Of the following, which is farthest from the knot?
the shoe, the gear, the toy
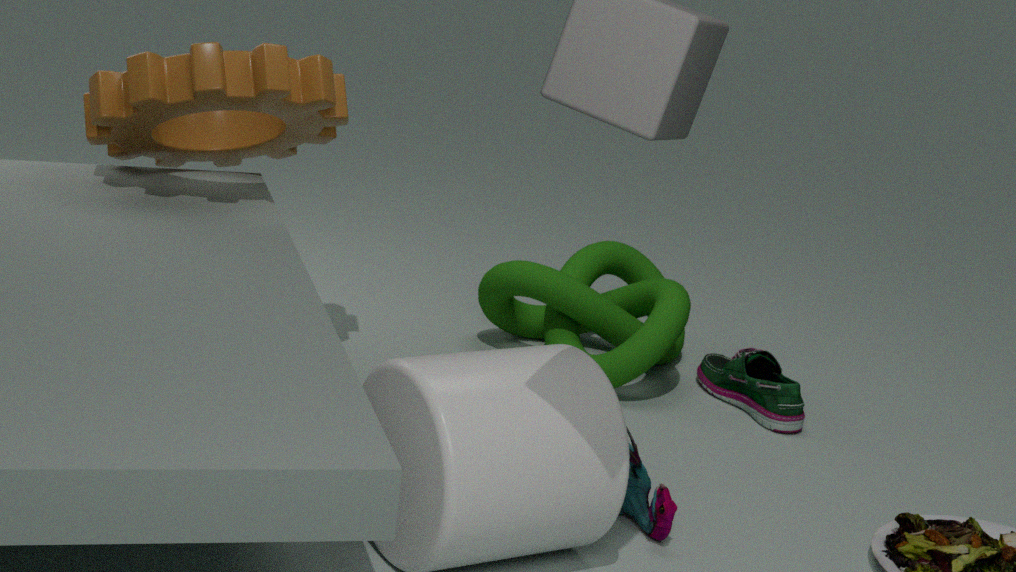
the gear
